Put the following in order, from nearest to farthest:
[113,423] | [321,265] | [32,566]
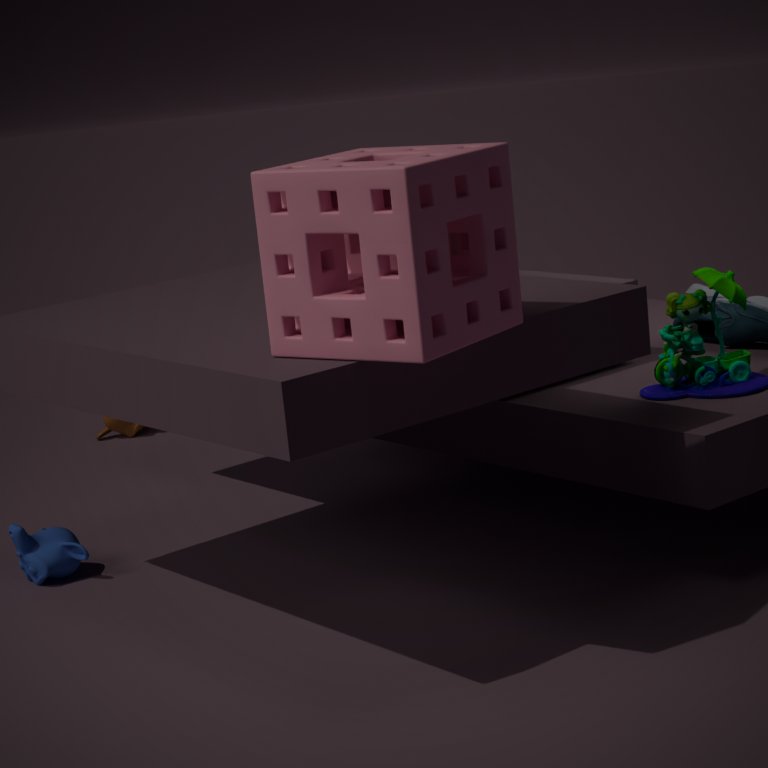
[321,265]
[32,566]
[113,423]
